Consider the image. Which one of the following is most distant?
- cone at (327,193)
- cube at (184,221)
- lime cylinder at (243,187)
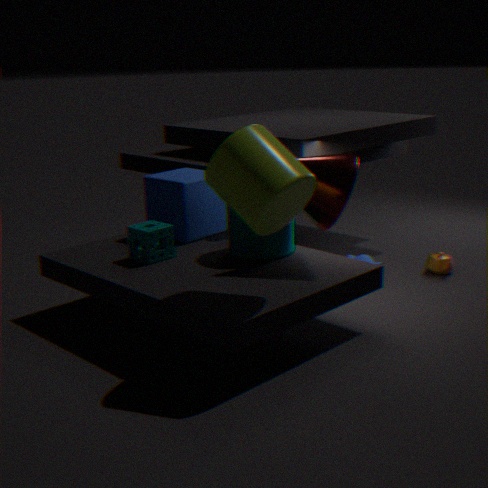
cube at (184,221)
